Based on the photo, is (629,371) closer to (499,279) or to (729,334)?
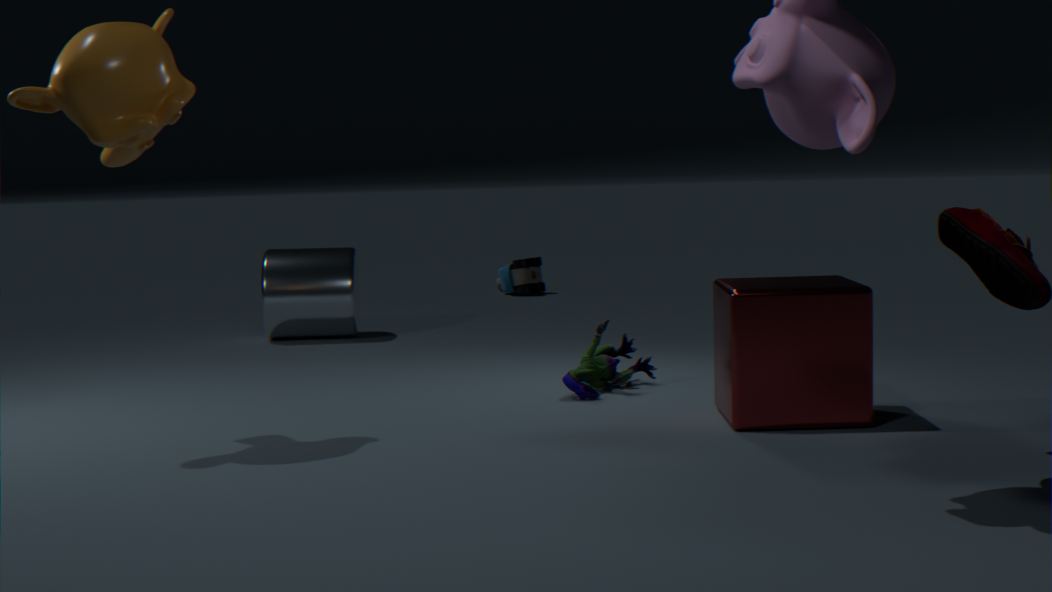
(729,334)
